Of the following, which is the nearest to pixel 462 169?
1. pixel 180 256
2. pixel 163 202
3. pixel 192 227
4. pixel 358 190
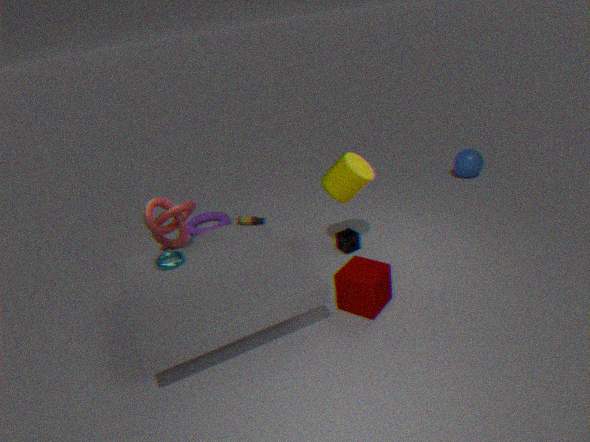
pixel 358 190
